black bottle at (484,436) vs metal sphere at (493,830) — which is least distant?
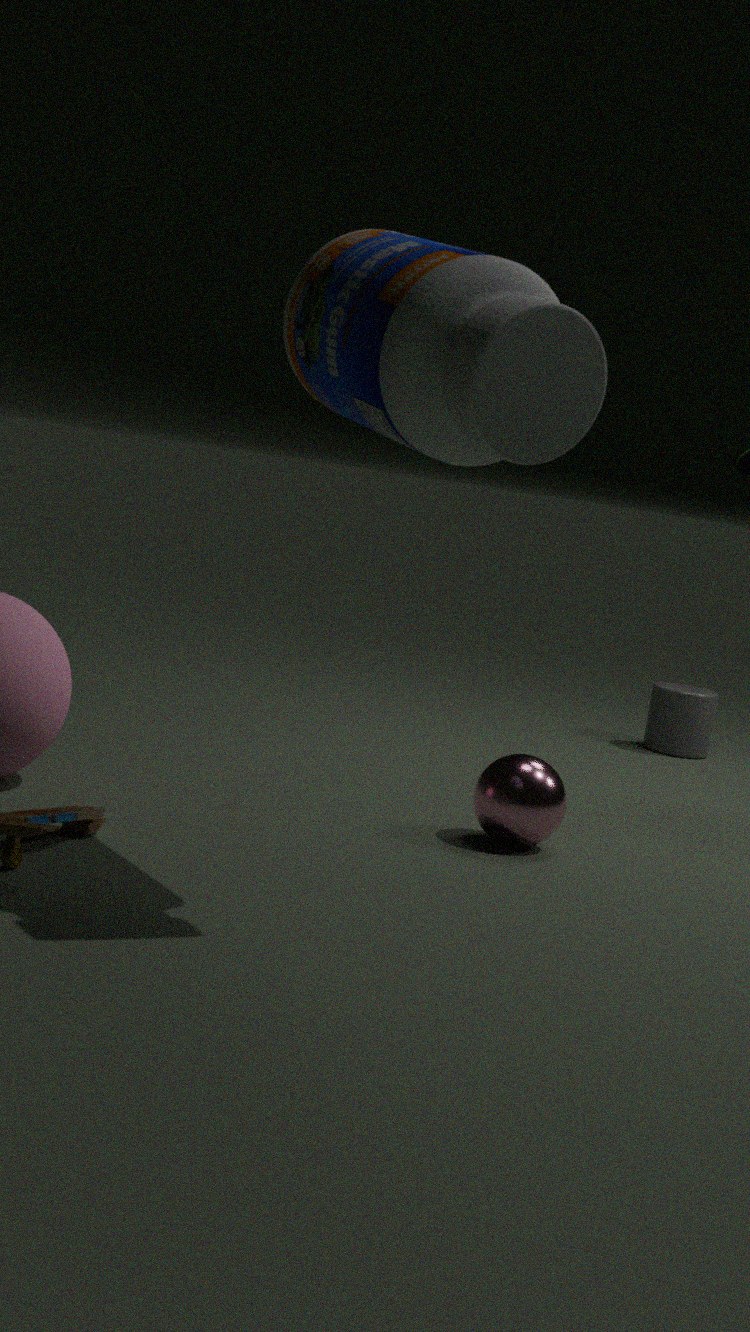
black bottle at (484,436)
